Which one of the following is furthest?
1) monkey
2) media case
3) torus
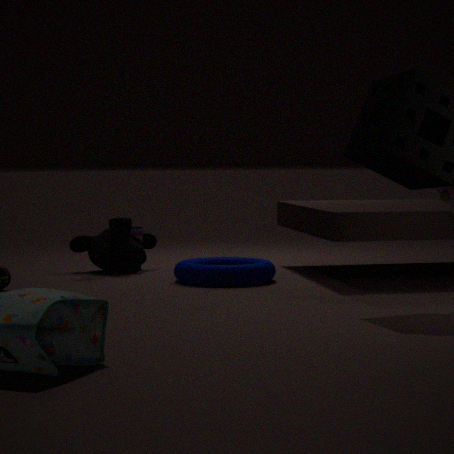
2. media case
